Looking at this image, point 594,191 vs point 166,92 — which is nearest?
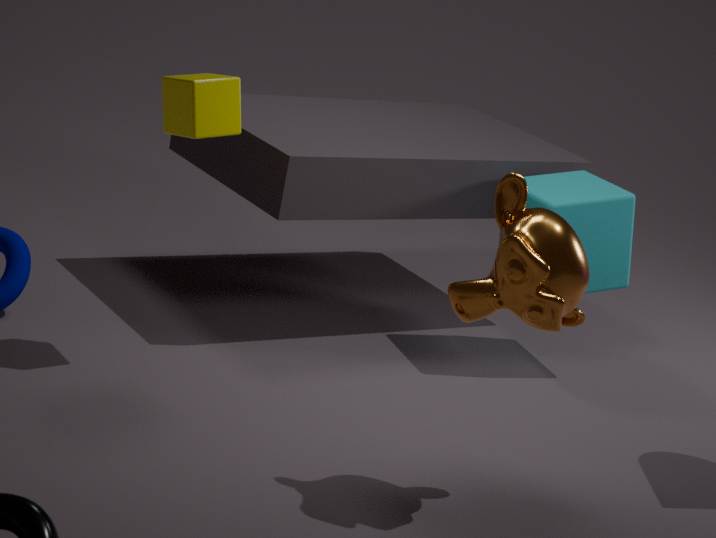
point 166,92
